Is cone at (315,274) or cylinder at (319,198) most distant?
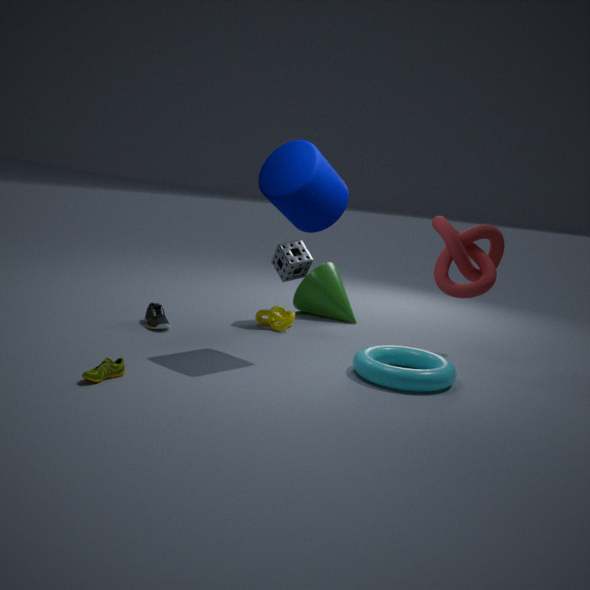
cone at (315,274)
